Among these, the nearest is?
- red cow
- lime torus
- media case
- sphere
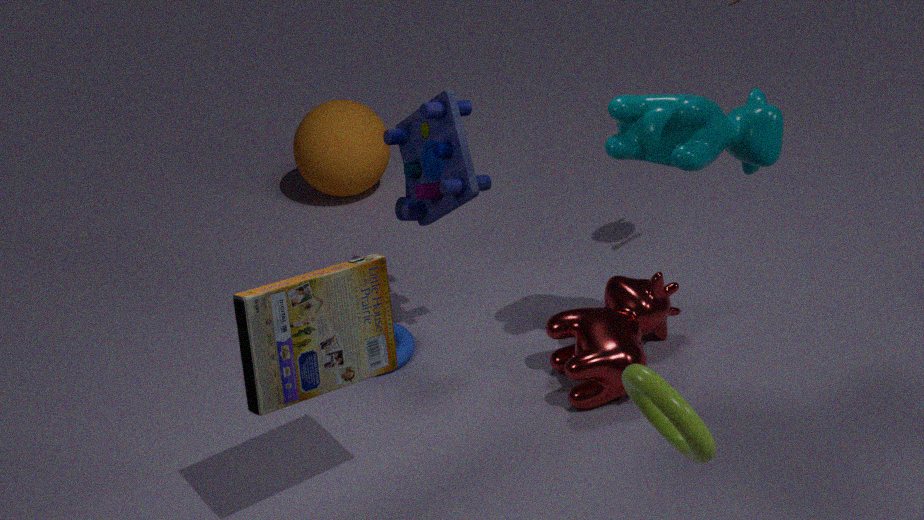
lime torus
